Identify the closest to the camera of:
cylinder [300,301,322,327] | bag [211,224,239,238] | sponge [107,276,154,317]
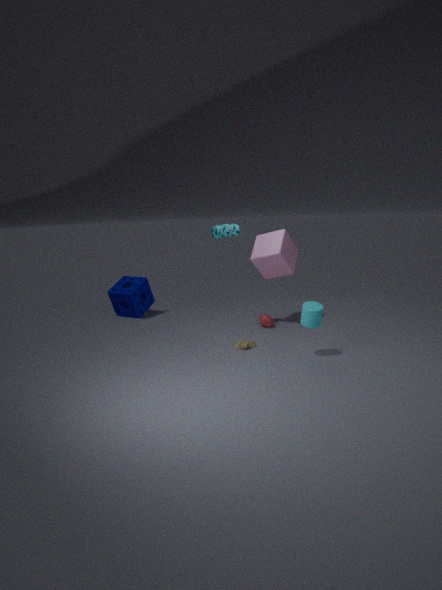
cylinder [300,301,322,327]
